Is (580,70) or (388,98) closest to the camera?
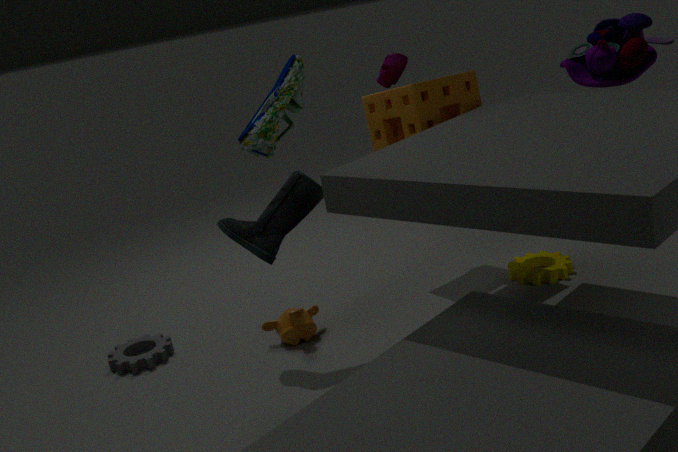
(580,70)
